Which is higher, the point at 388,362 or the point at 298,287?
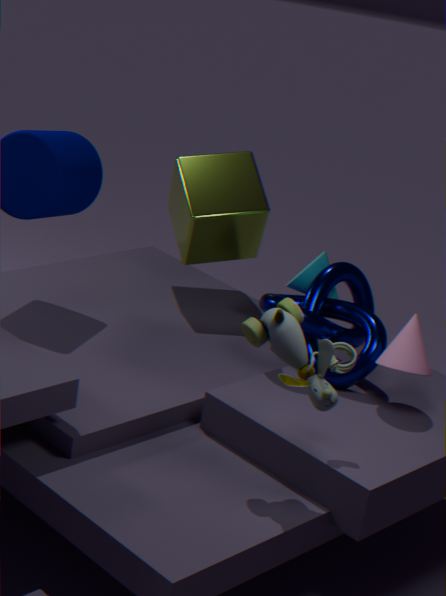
the point at 298,287
